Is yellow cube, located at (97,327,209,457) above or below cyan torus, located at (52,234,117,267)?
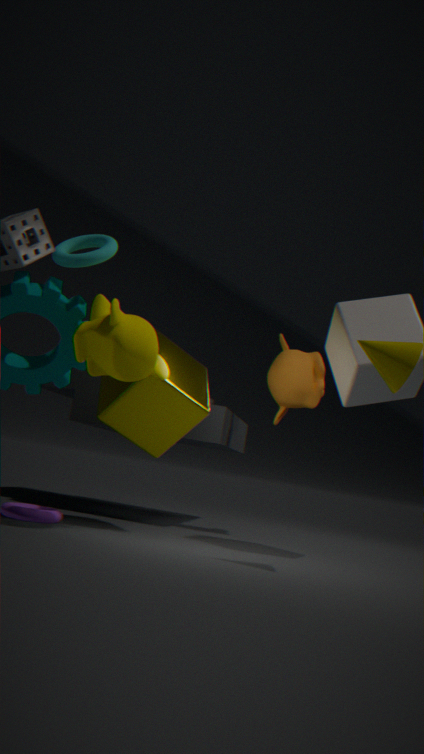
below
